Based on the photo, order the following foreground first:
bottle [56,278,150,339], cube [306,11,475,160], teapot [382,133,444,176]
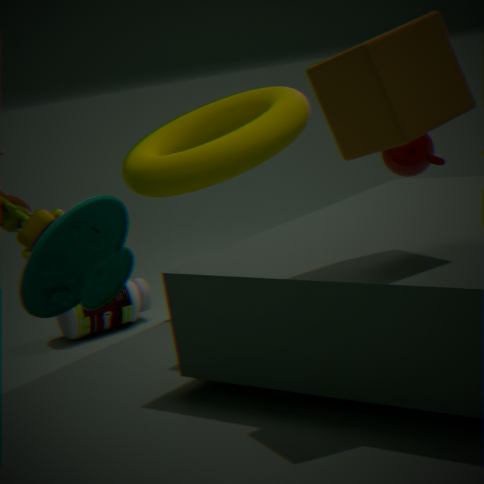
1. cube [306,11,475,160]
2. teapot [382,133,444,176]
3. bottle [56,278,150,339]
